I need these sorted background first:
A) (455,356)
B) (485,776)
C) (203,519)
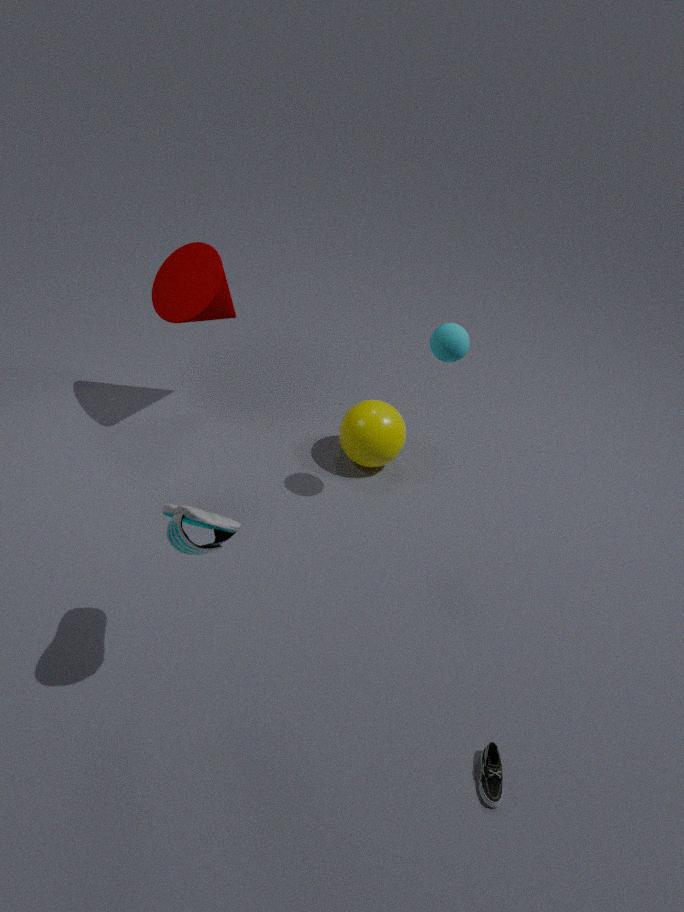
1. (455,356)
2. (485,776)
3. (203,519)
